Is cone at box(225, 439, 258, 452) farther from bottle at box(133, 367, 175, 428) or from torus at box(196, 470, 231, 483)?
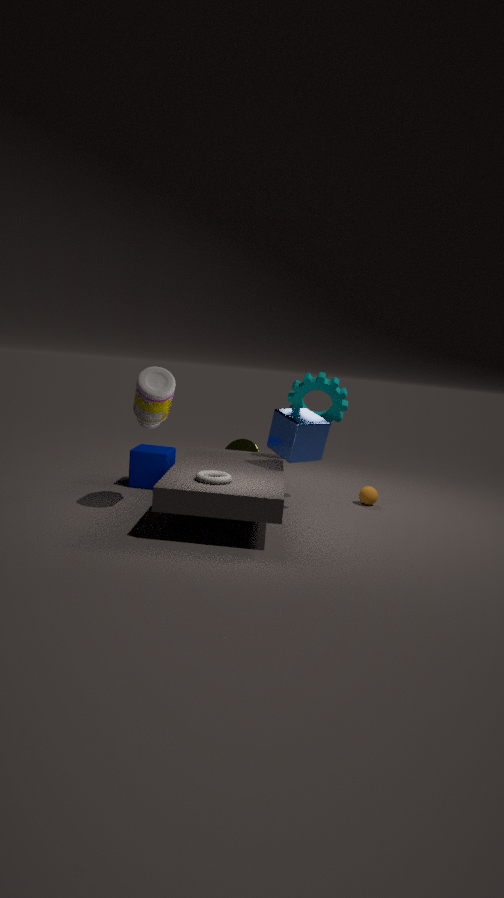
torus at box(196, 470, 231, 483)
